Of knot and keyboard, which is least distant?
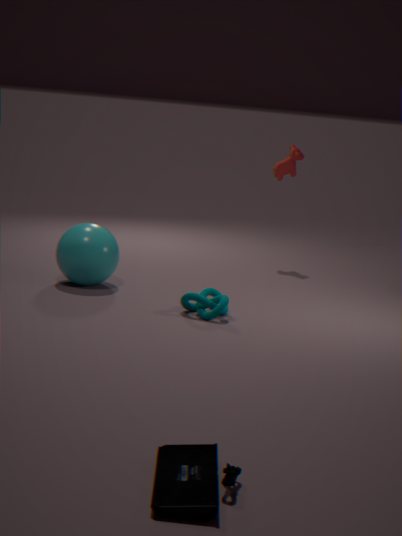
keyboard
